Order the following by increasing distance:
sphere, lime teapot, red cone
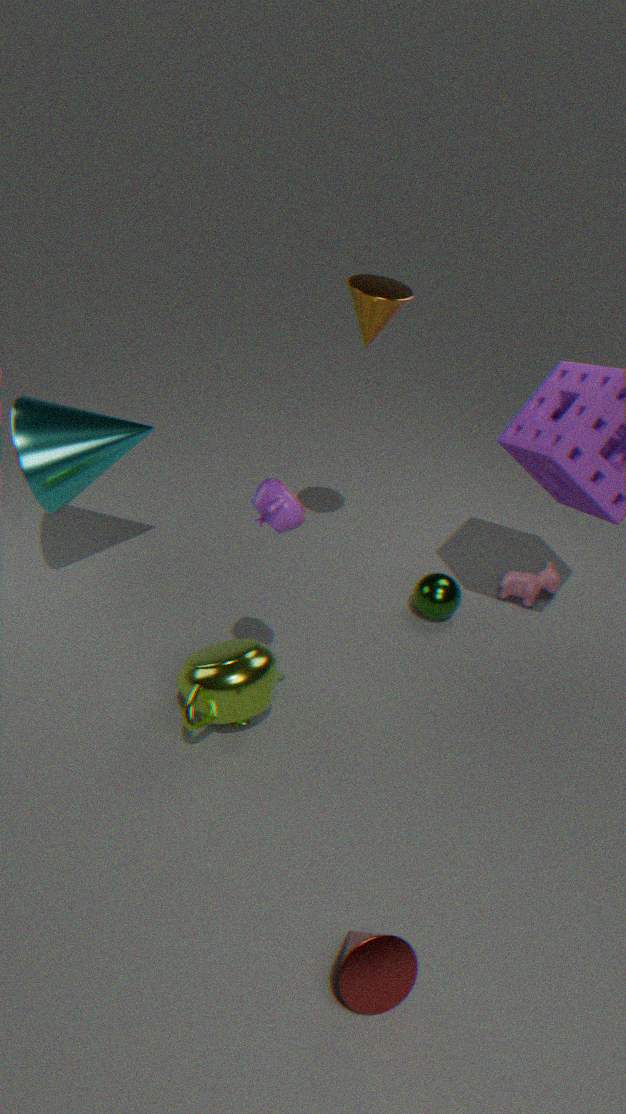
1. red cone
2. lime teapot
3. sphere
